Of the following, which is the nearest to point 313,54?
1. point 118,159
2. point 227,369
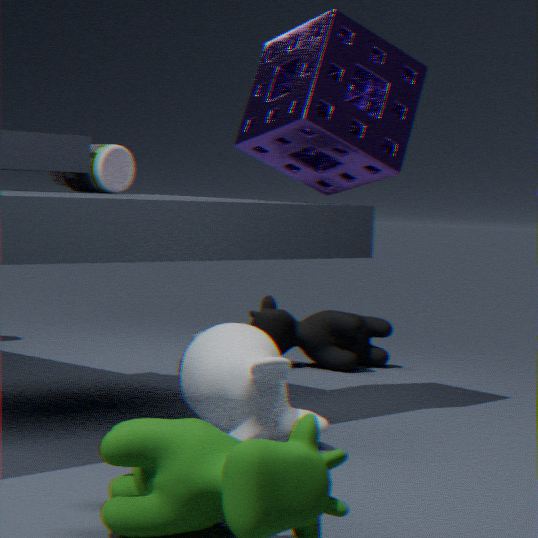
point 118,159
